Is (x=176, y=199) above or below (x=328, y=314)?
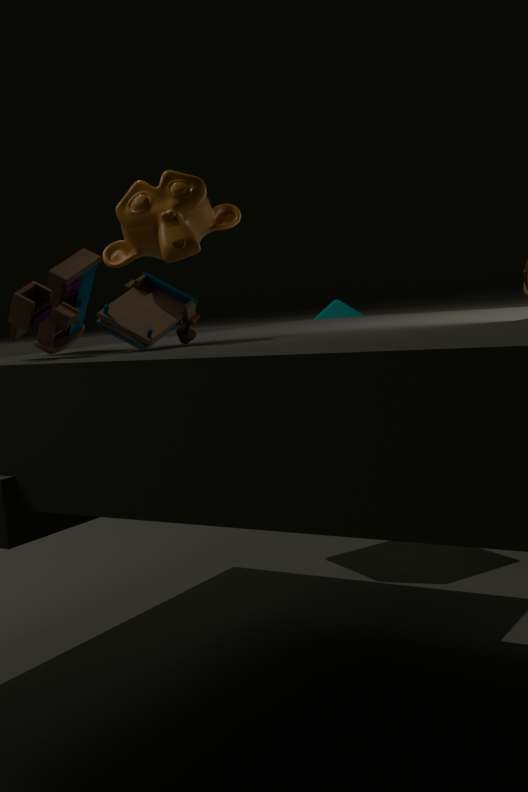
above
